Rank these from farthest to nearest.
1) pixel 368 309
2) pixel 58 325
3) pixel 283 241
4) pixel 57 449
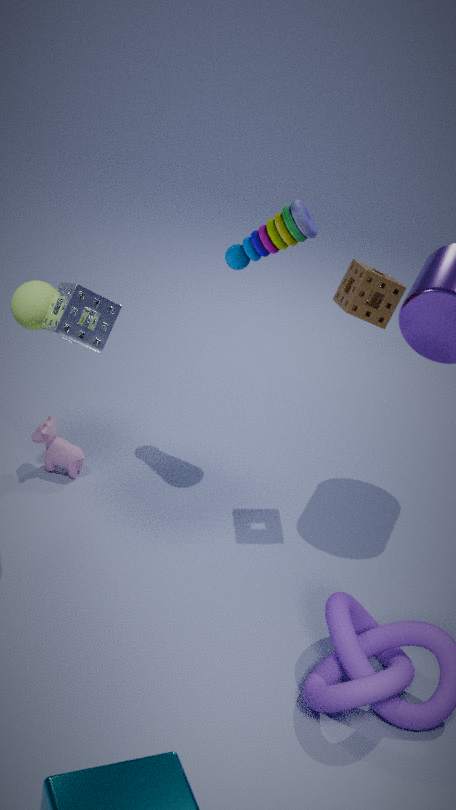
3. pixel 283 241
4. pixel 57 449
1. pixel 368 309
2. pixel 58 325
